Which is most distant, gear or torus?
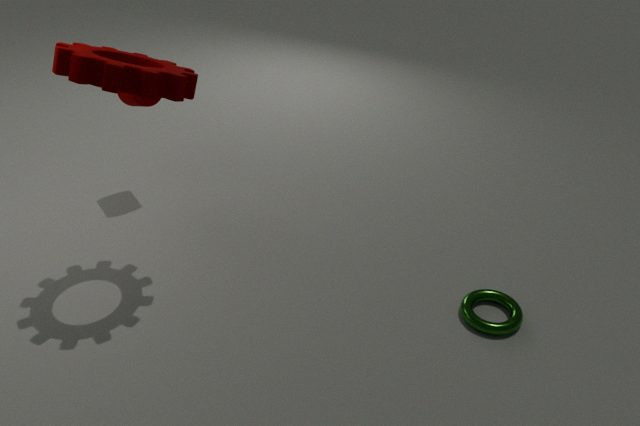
torus
